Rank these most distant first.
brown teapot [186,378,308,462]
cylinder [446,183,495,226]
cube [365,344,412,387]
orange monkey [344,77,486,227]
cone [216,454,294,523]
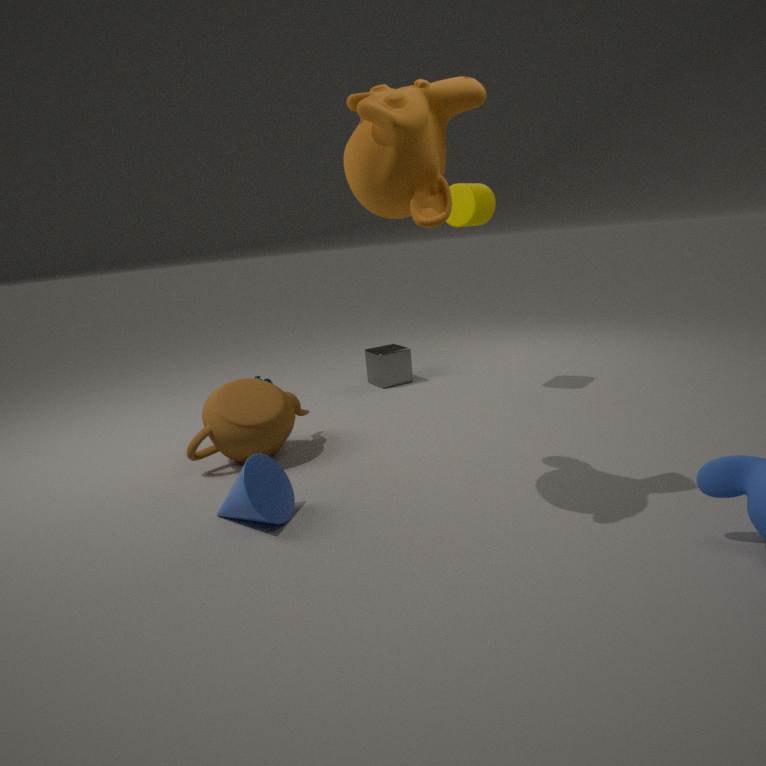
cube [365,344,412,387]
cylinder [446,183,495,226]
brown teapot [186,378,308,462]
cone [216,454,294,523]
orange monkey [344,77,486,227]
